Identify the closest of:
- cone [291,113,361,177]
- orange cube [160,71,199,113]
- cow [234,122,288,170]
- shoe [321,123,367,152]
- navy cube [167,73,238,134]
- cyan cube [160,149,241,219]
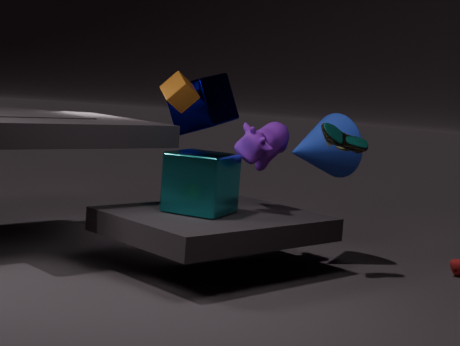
cyan cube [160,149,241,219]
